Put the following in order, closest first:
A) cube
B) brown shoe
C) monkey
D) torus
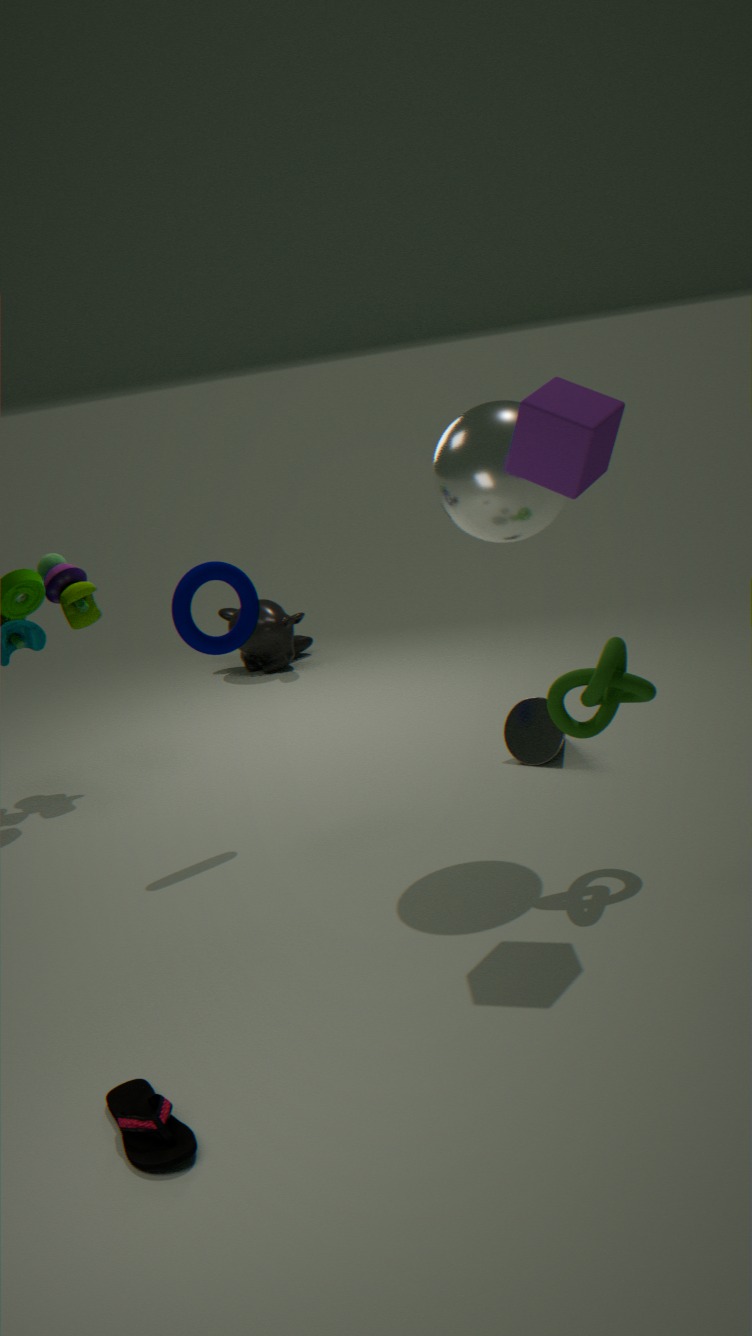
brown shoe
cube
torus
monkey
